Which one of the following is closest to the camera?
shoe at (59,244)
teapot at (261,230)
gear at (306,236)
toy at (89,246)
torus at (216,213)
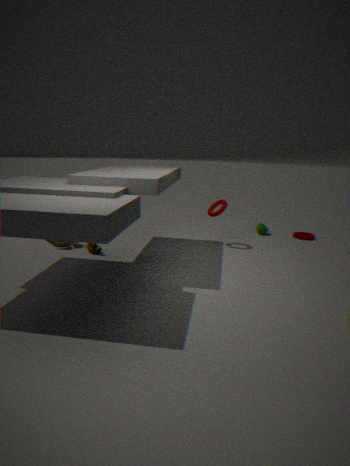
toy at (89,246)
